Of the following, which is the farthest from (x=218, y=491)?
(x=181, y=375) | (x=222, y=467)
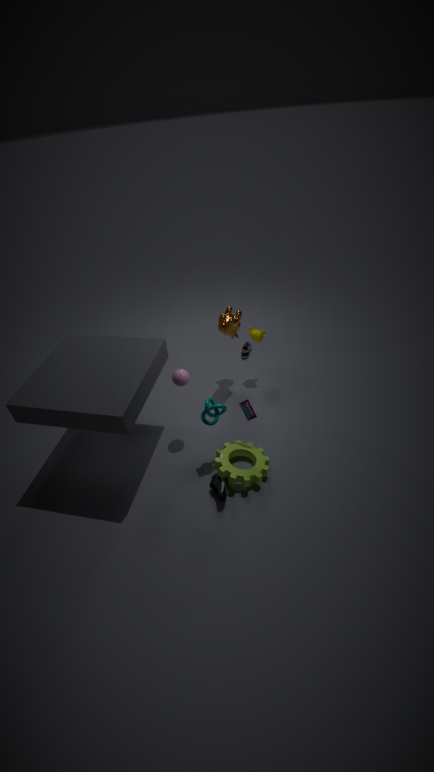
(x=181, y=375)
